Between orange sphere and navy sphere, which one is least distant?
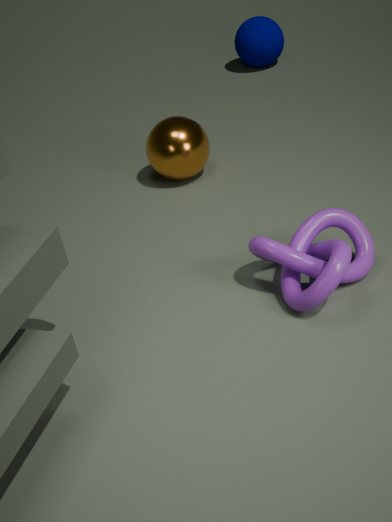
orange sphere
